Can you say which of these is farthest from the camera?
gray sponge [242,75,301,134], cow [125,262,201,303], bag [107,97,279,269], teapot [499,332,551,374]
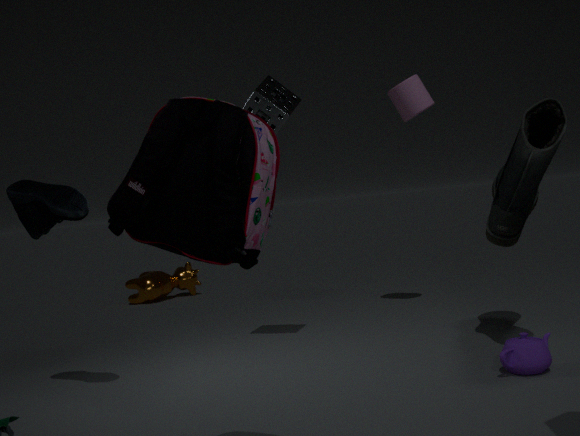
cow [125,262,201,303]
